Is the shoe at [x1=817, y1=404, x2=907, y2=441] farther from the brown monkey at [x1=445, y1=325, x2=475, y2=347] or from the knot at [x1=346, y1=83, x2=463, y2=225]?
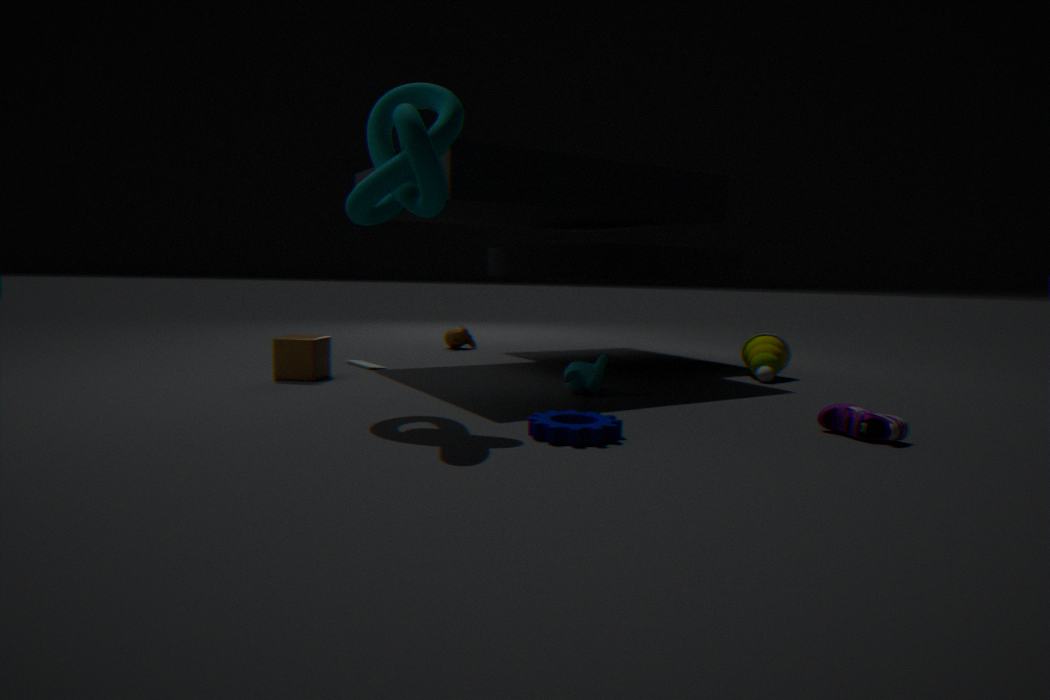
the brown monkey at [x1=445, y1=325, x2=475, y2=347]
